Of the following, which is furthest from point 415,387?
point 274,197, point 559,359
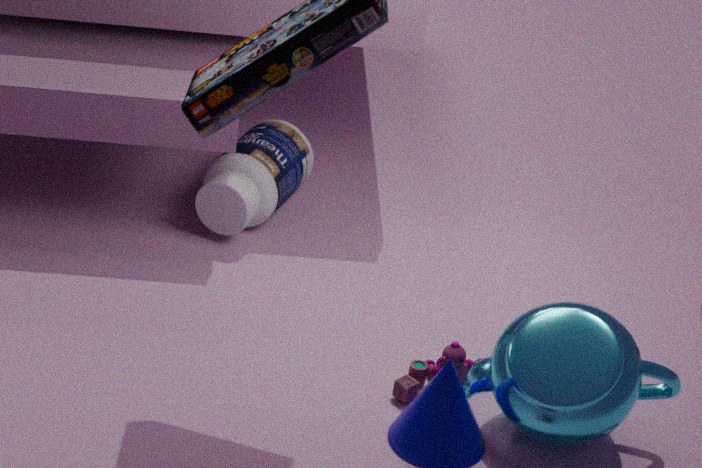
point 274,197
